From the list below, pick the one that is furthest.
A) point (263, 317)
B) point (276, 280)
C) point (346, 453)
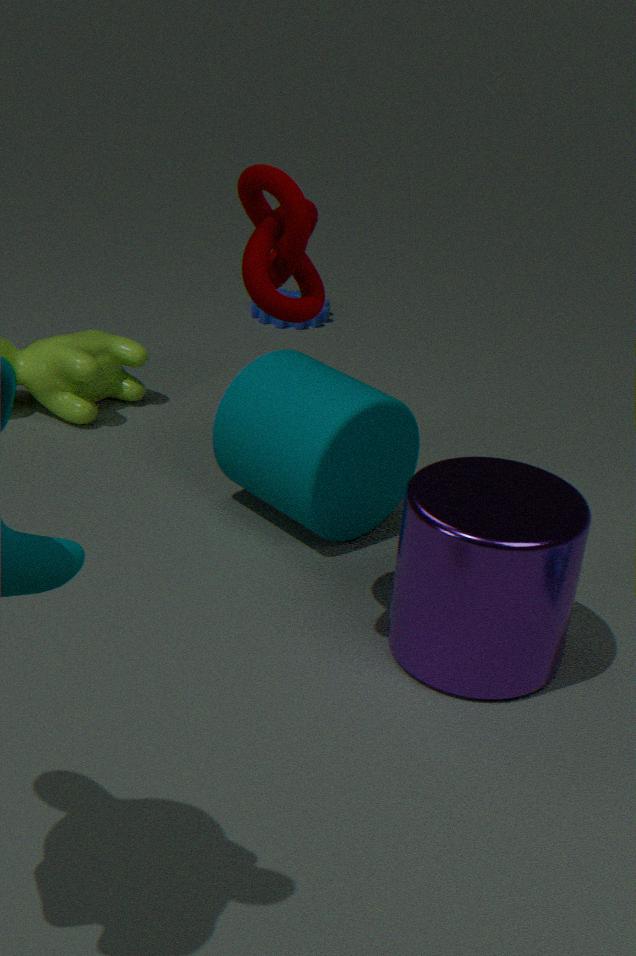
point (263, 317)
